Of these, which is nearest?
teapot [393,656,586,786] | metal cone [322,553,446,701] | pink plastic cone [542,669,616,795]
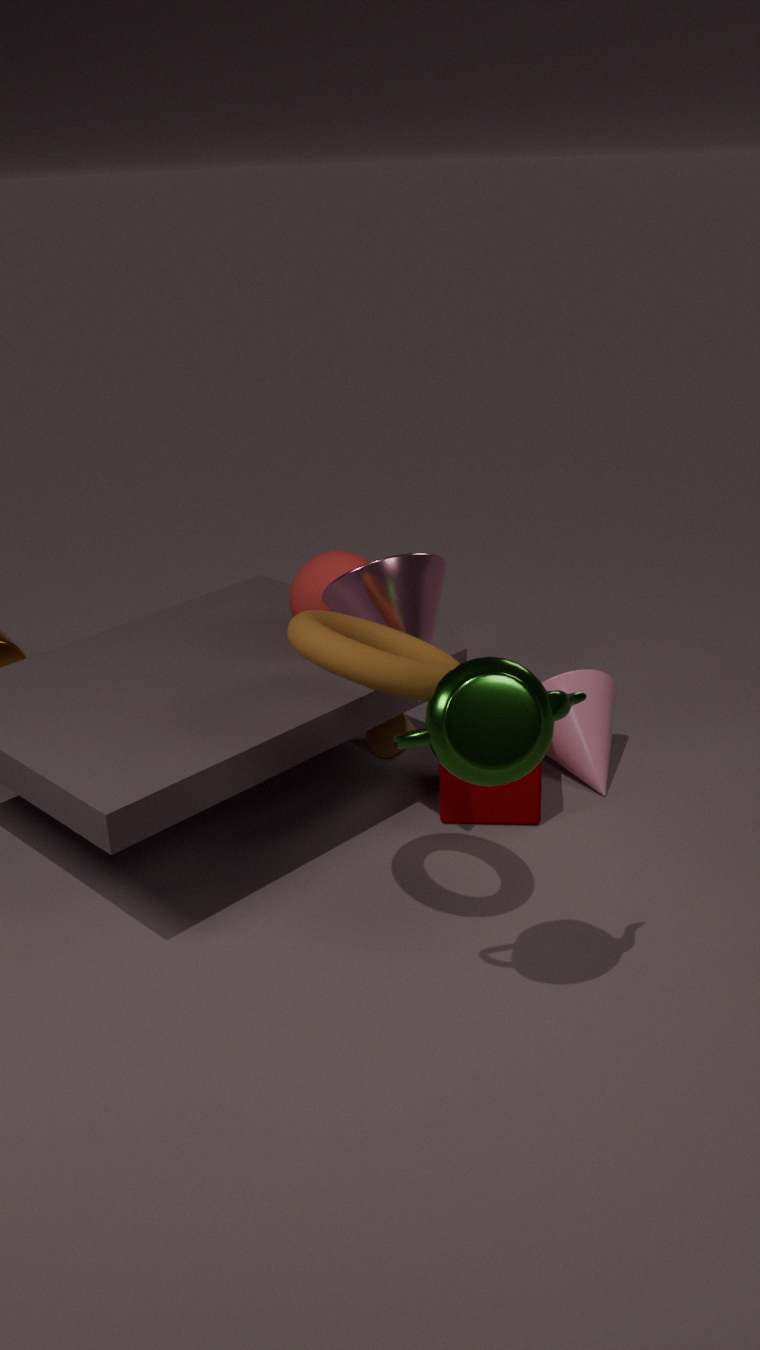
teapot [393,656,586,786]
